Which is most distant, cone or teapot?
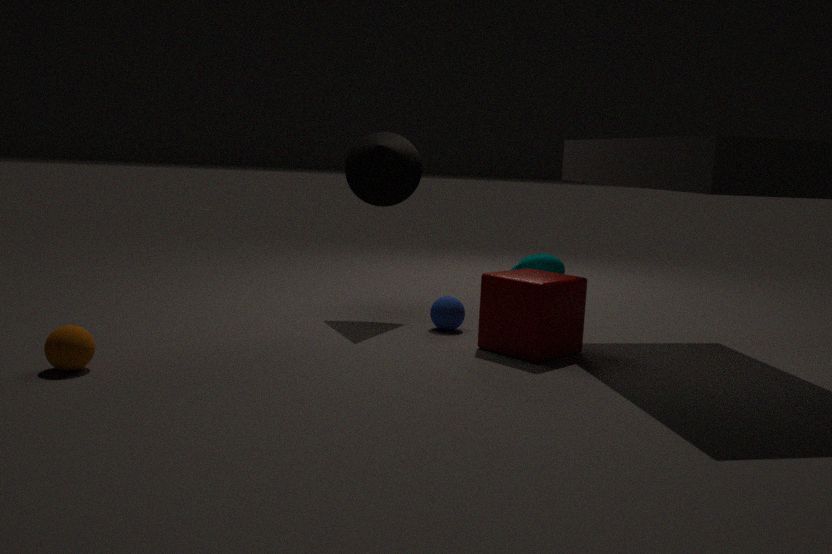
teapot
